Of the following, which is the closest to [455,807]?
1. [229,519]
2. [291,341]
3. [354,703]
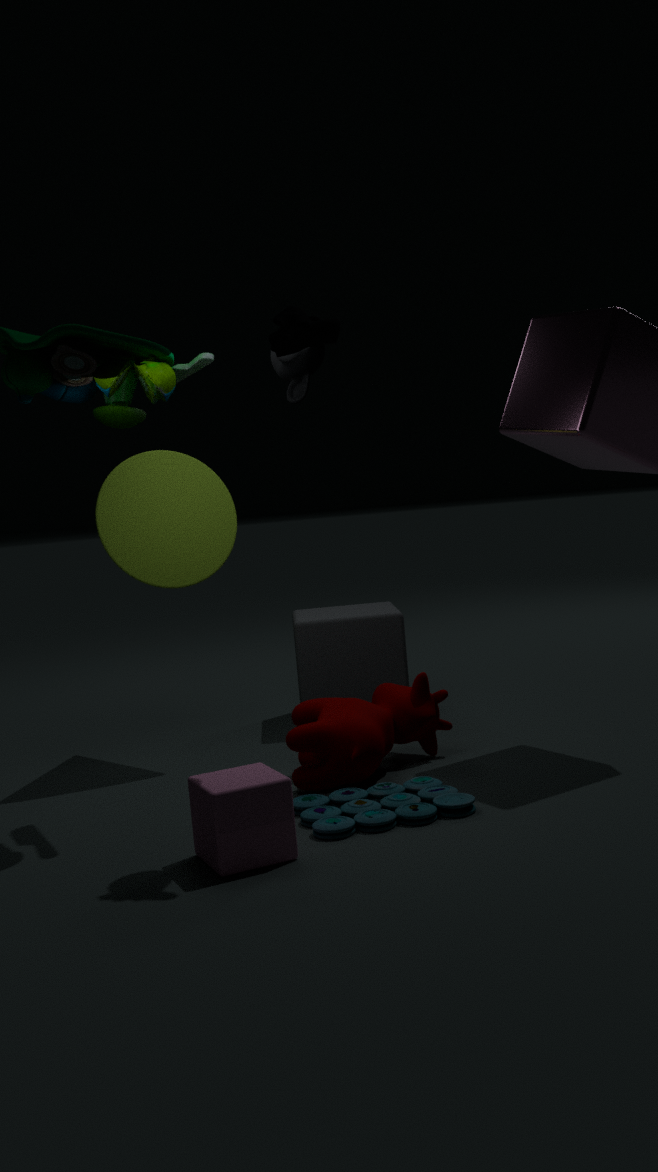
[354,703]
